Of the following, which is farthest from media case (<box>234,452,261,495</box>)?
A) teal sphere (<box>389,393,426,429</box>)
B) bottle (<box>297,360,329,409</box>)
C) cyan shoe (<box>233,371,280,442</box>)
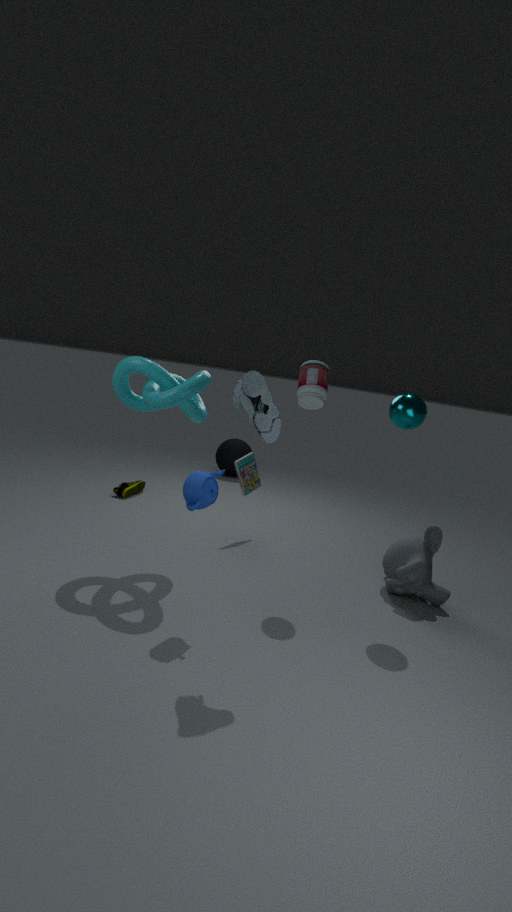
cyan shoe (<box>233,371,280,442</box>)
